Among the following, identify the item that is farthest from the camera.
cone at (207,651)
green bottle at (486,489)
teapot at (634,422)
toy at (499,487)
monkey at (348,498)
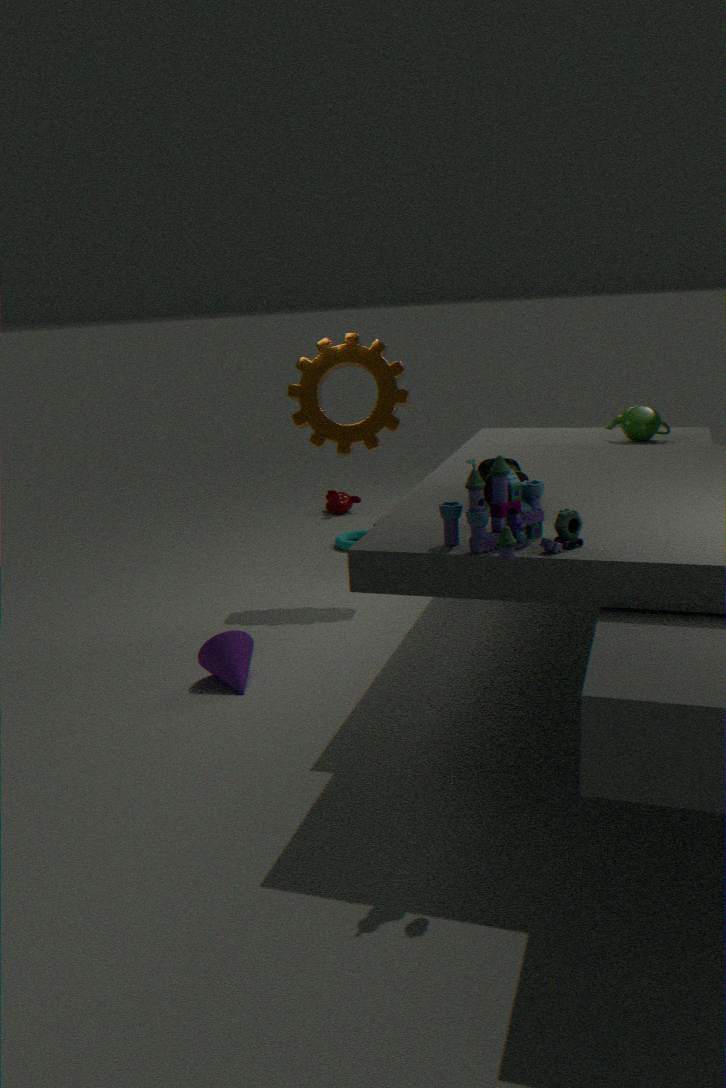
monkey at (348,498)
